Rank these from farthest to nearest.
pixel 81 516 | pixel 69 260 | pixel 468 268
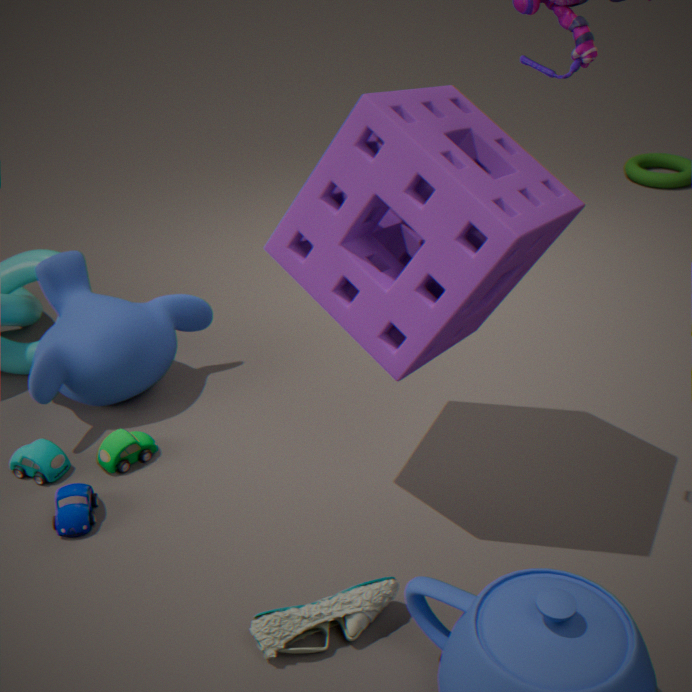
pixel 69 260 < pixel 81 516 < pixel 468 268
